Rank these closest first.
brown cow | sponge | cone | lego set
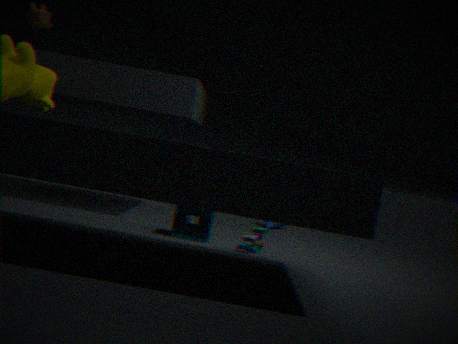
lego set < sponge < brown cow < cone
